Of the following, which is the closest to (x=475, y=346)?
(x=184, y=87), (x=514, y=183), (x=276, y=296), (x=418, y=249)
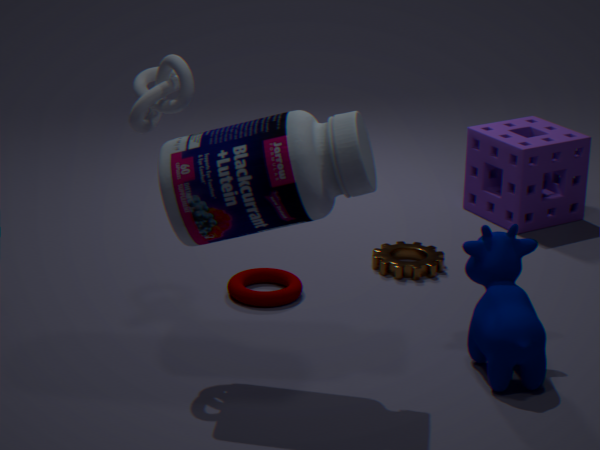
(x=418, y=249)
